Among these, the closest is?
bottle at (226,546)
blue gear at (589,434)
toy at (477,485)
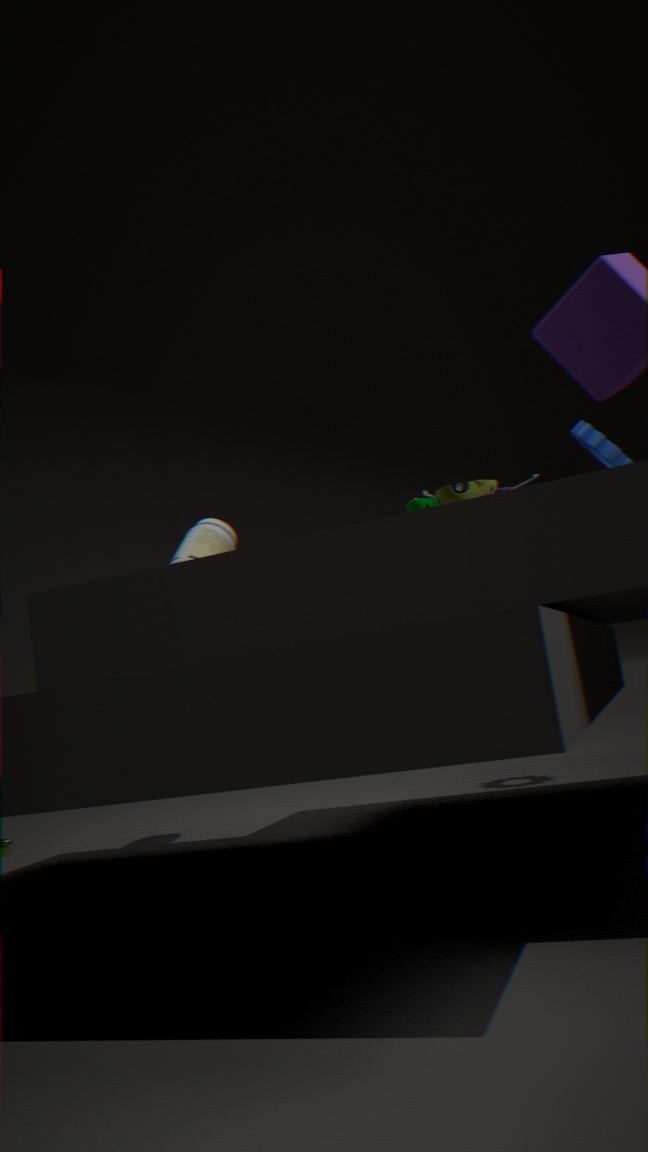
toy at (477,485)
